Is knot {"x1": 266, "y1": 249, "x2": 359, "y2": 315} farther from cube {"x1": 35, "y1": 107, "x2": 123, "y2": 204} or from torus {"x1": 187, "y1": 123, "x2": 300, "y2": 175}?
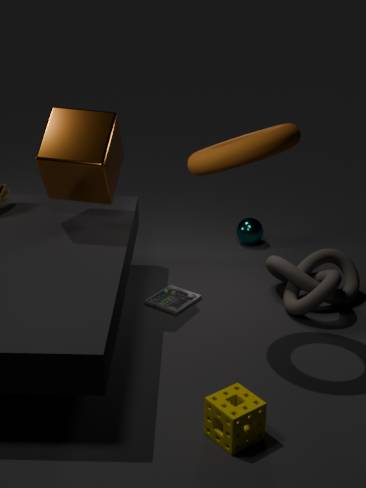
cube {"x1": 35, "y1": 107, "x2": 123, "y2": 204}
